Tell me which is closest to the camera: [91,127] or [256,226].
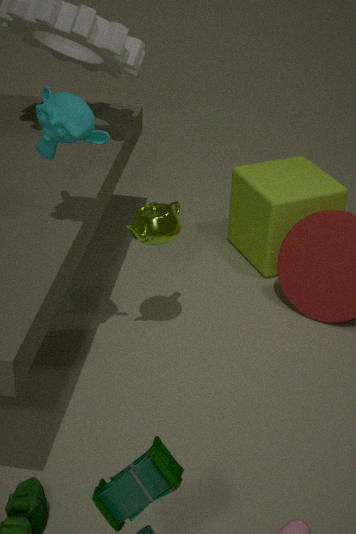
[91,127]
